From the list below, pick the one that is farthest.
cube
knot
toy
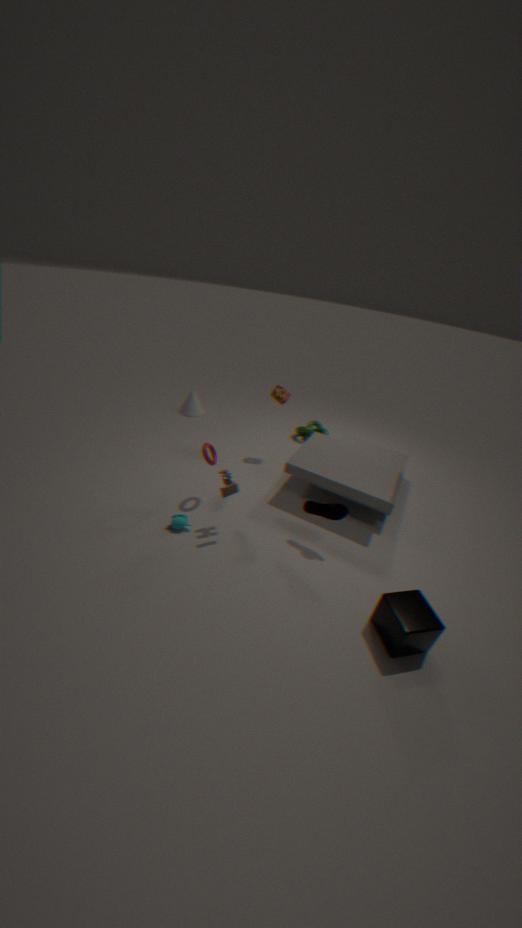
knot
